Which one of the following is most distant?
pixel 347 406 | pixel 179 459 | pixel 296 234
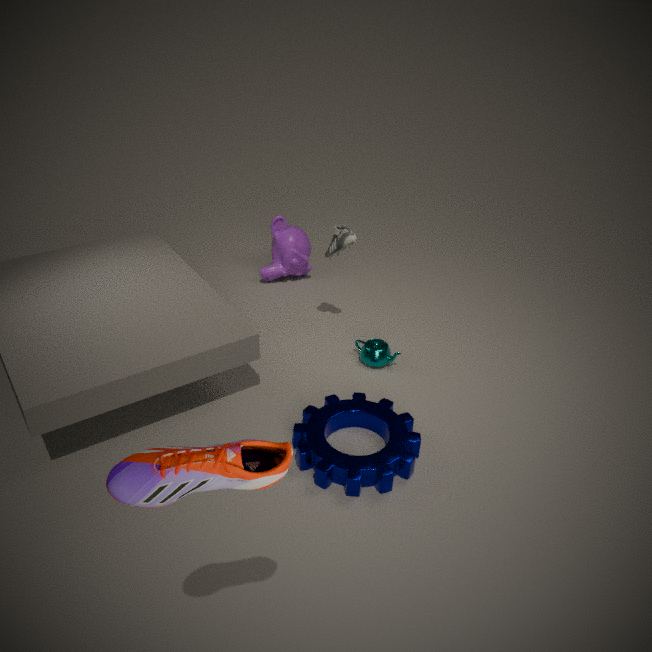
pixel 296 234
